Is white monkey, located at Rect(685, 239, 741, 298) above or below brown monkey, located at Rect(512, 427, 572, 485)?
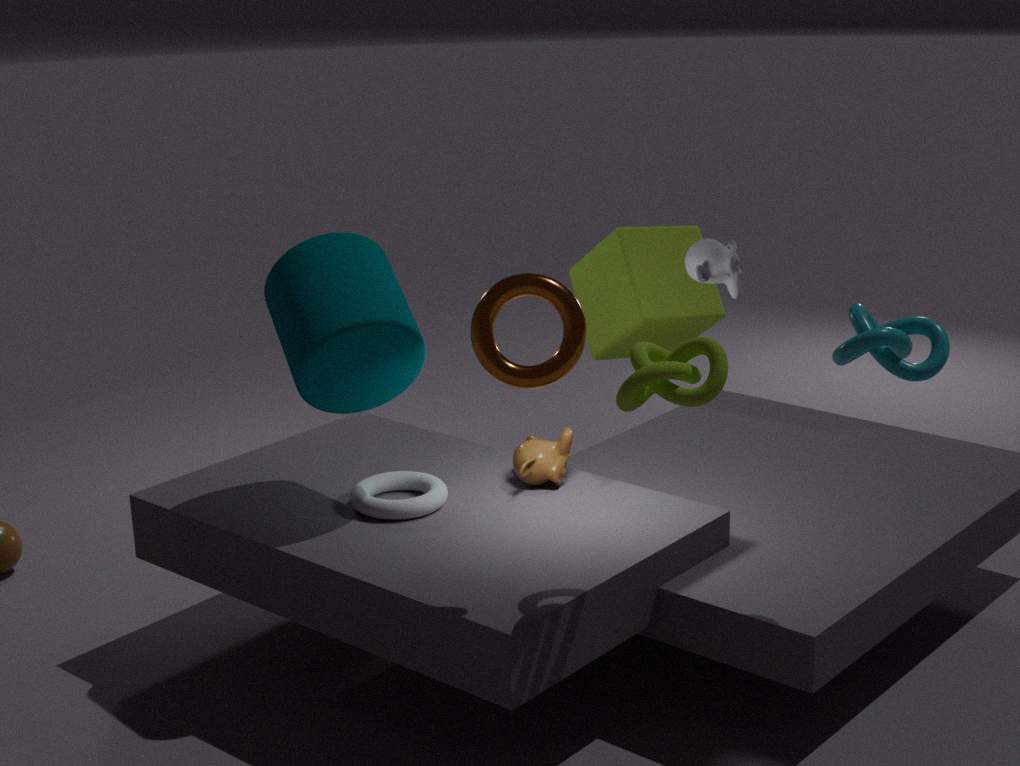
above
